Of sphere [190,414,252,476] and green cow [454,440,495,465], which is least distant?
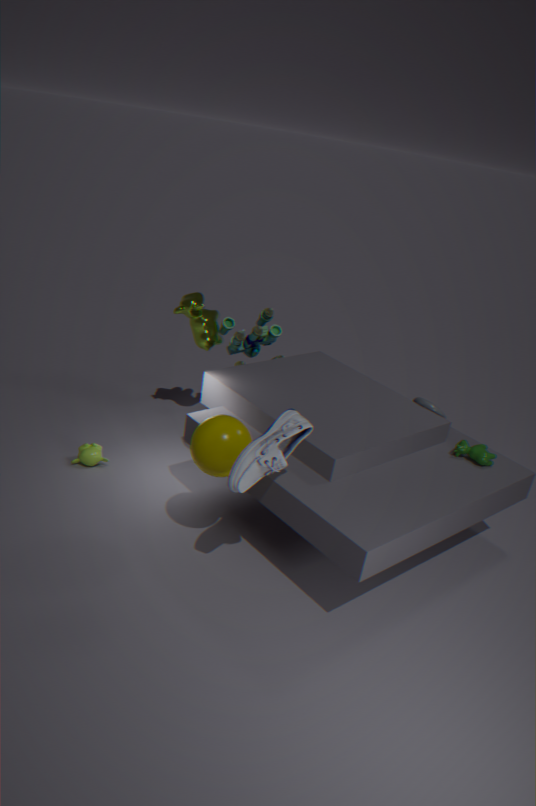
sphere [190,414,252,476]
